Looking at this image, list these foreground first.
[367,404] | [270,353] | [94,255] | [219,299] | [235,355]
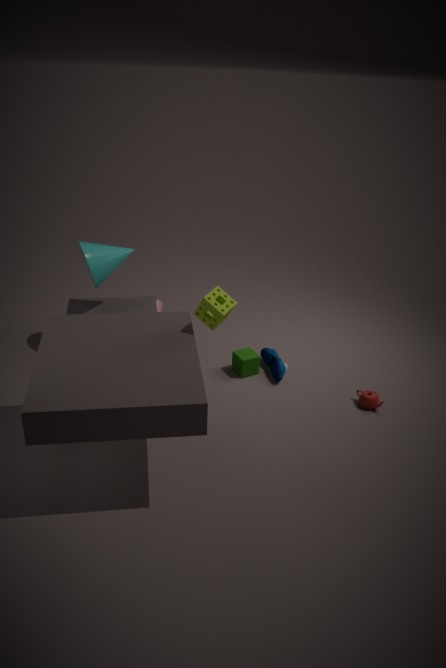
[219,299] < [367,404] < [94,255] < [235,355] < [270,353]
